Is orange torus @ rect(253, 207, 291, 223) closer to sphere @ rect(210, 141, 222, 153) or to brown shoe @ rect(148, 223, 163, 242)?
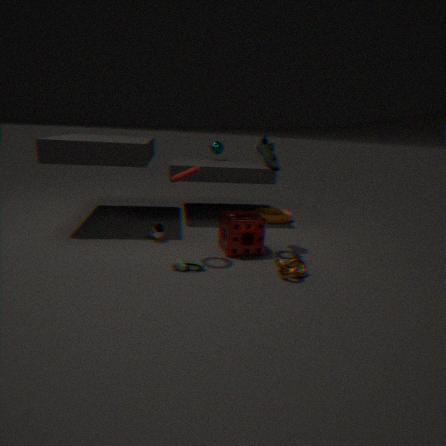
sphere @ rect(210, 141, 222, 153)
